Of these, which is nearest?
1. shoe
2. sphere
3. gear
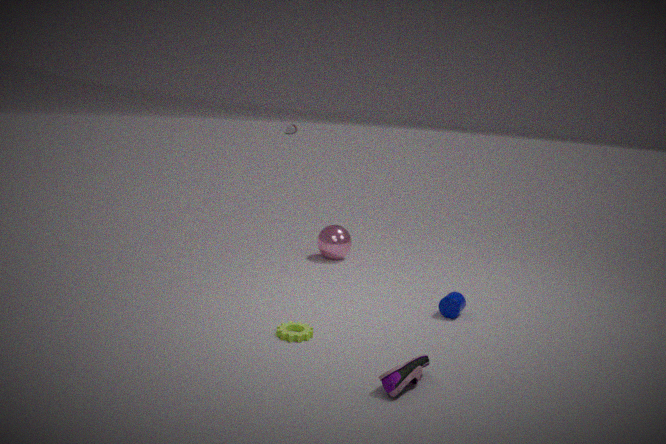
shoe
